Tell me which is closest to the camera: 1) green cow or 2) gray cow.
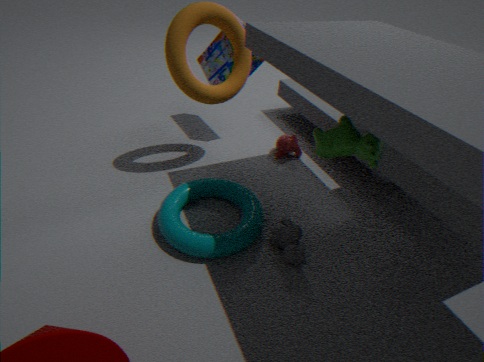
1. green cow
